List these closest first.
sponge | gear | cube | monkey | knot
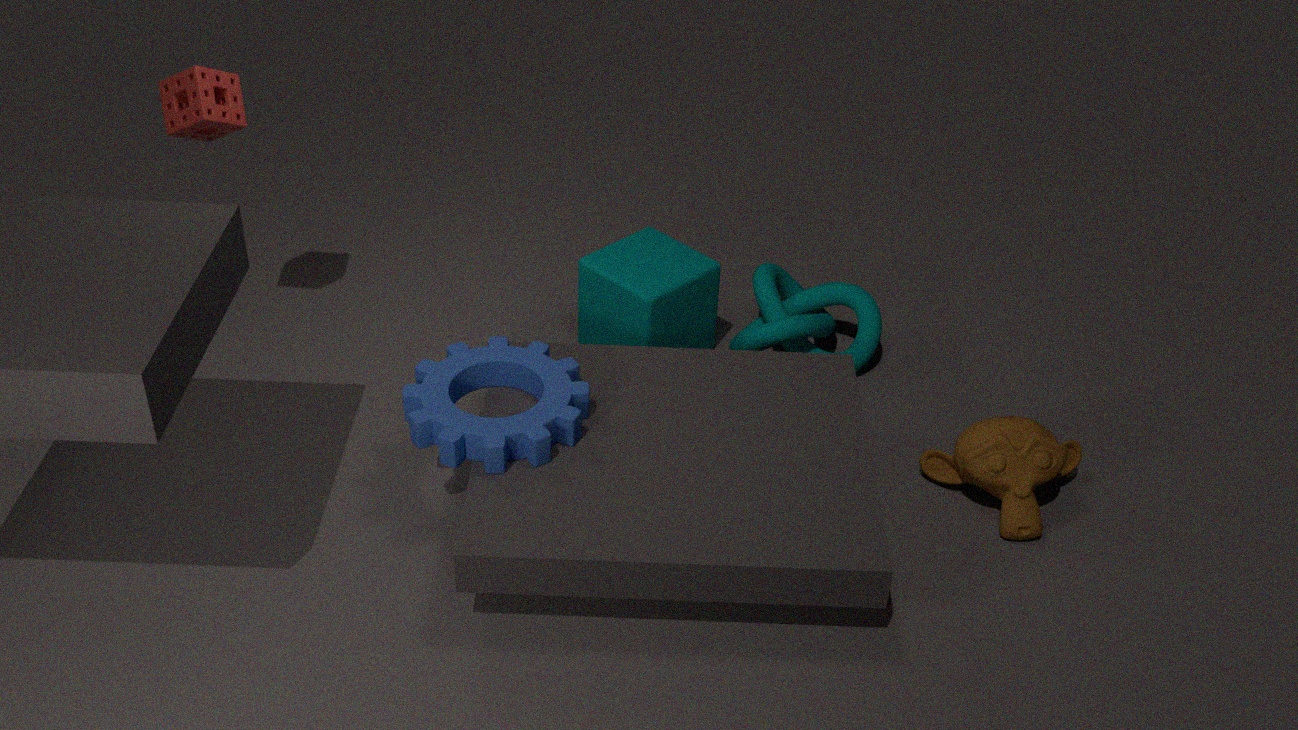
gear
monkey
sponge
cube
knot
